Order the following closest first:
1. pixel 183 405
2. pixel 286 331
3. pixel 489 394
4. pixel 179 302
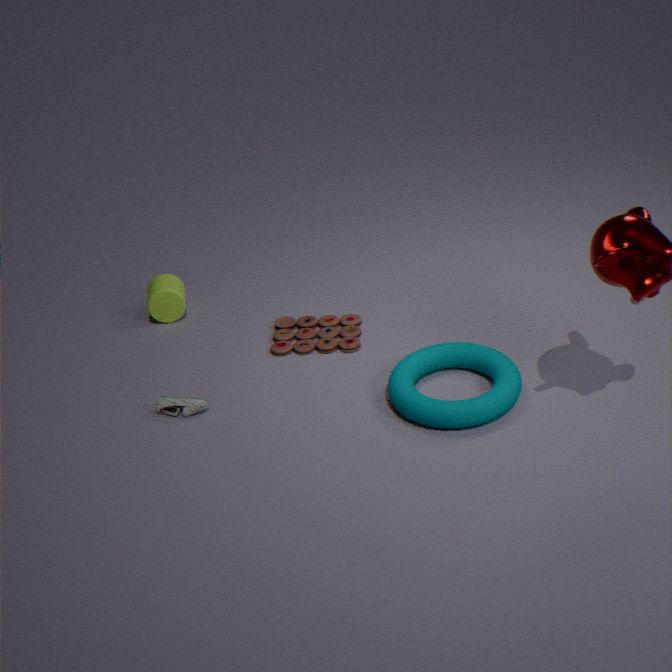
pixel 489 394 → pixel 183 405 → pixel 286 331 → pixel 179 302
